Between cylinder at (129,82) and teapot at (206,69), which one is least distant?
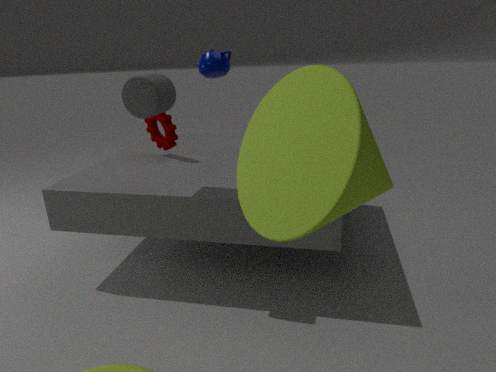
cylinder at (129,82)
